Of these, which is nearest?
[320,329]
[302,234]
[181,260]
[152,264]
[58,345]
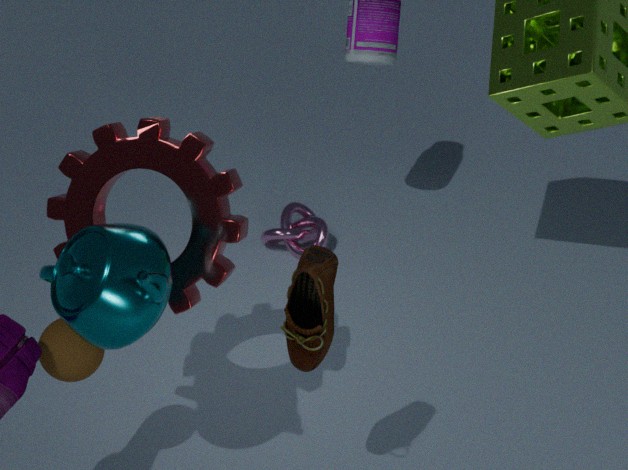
[320,329]
